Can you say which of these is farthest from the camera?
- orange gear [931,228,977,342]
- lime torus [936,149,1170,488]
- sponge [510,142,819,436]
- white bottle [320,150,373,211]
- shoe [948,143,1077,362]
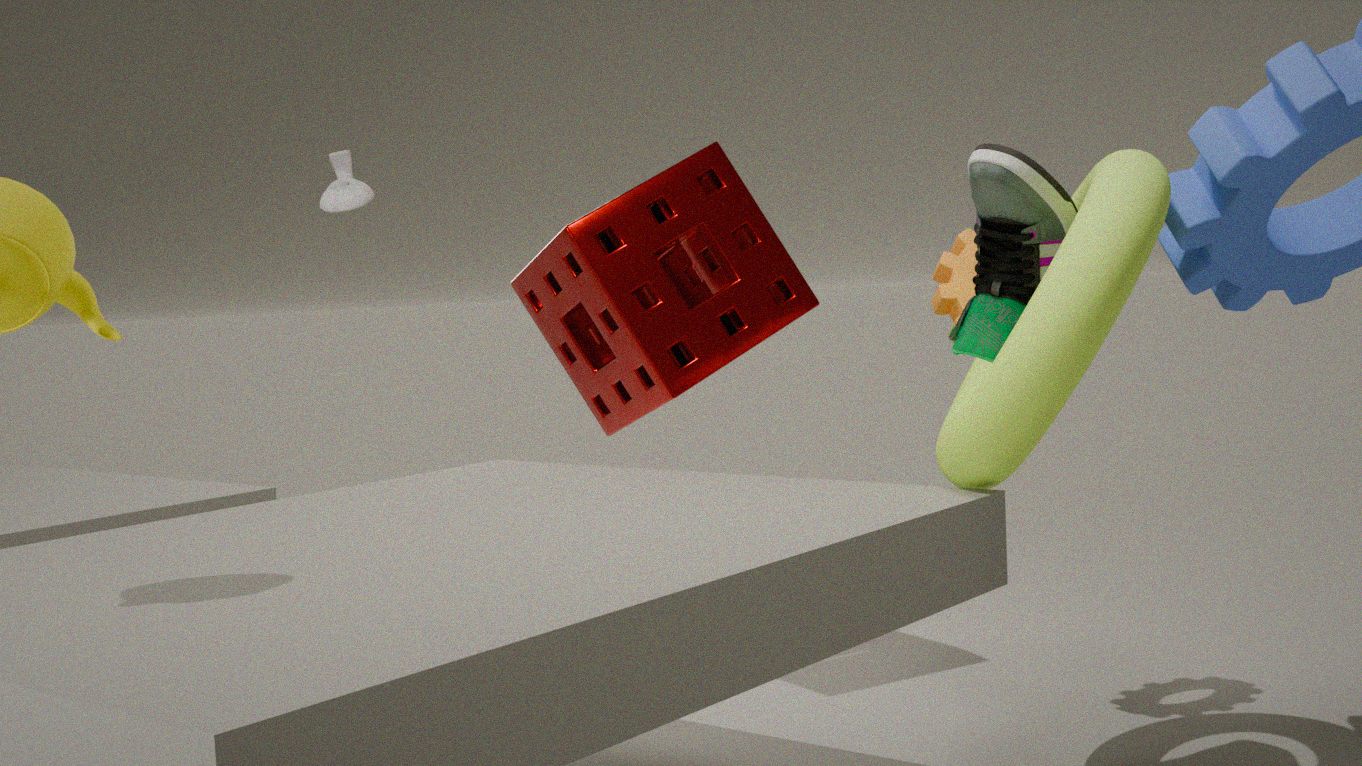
white bottle [320,150,373,211]
